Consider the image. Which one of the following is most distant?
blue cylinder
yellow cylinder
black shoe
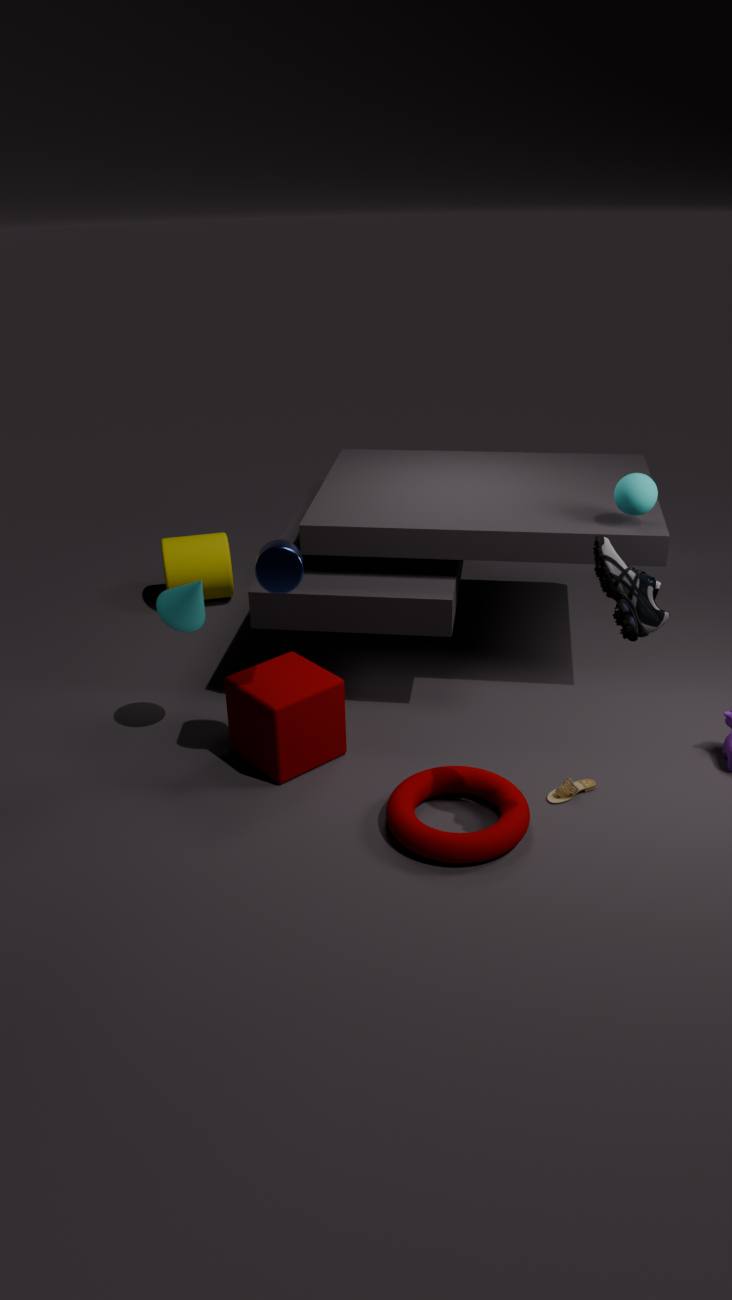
yellow cylinder
